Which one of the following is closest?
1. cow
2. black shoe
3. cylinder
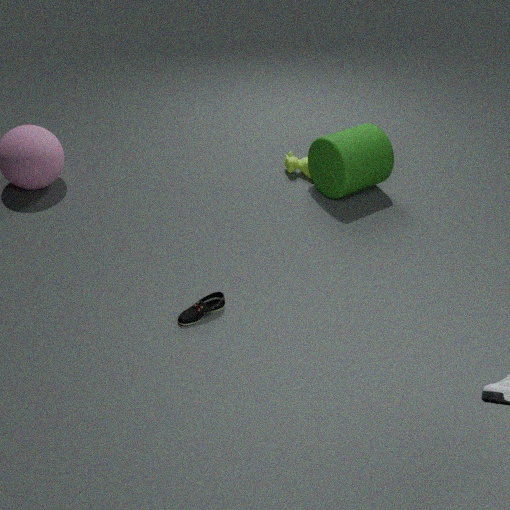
black shoe
